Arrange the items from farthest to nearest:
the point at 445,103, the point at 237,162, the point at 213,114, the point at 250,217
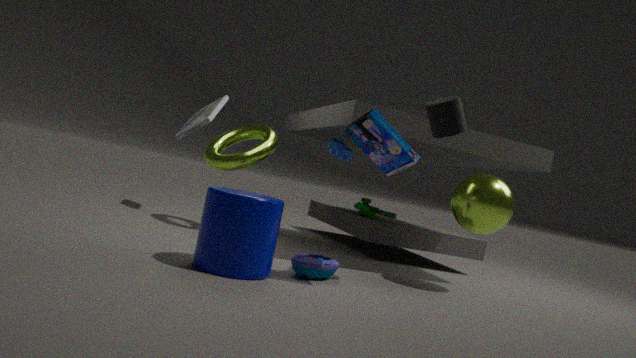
1. the point at 213,114
2. the point at 237,162
3. the point at 445,103
4. the point at 250,217
